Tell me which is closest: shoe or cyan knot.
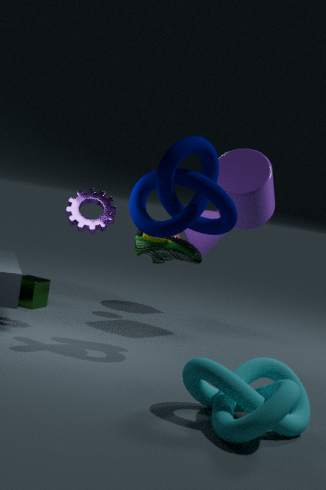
cyan knot
